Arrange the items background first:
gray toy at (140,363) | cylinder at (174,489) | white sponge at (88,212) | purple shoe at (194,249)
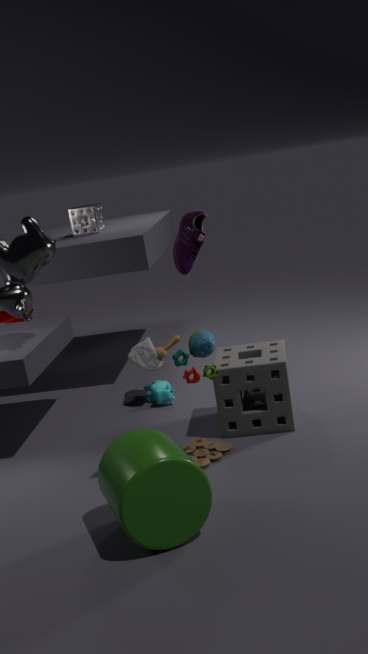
white sponge at (88,212) < purple shoe at (194,249) < gray toy at (140,363) < cylinder at (174,489)
